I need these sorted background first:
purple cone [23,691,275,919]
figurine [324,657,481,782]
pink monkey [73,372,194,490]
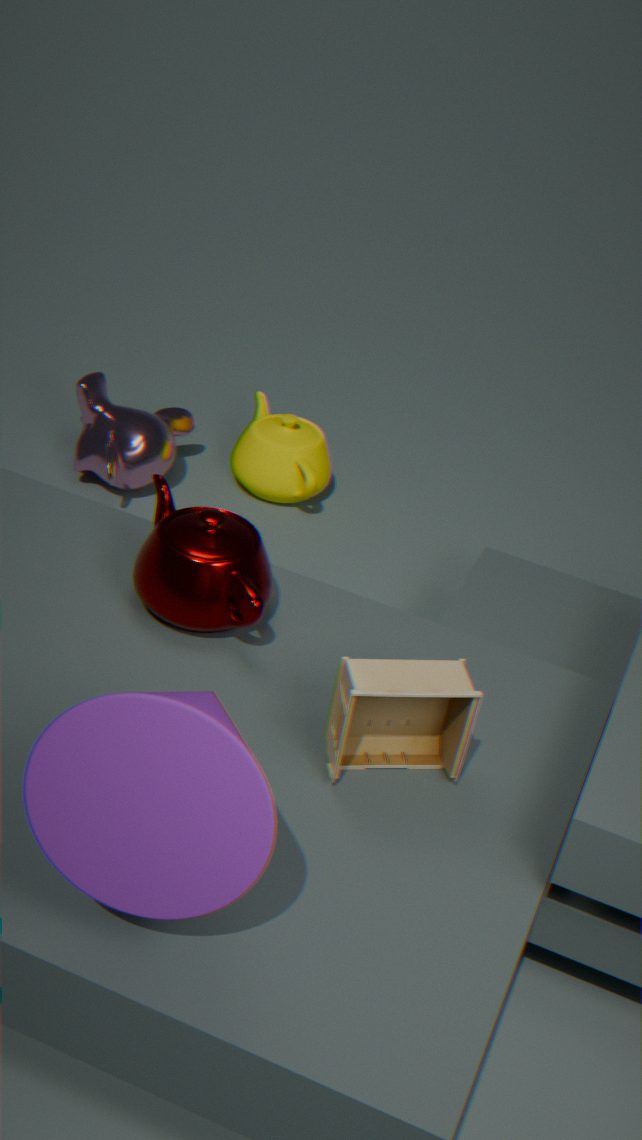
pink monkey [73,372,194,490]
figurine [324,657,481,782]
purple cone [23,691,275,919]
